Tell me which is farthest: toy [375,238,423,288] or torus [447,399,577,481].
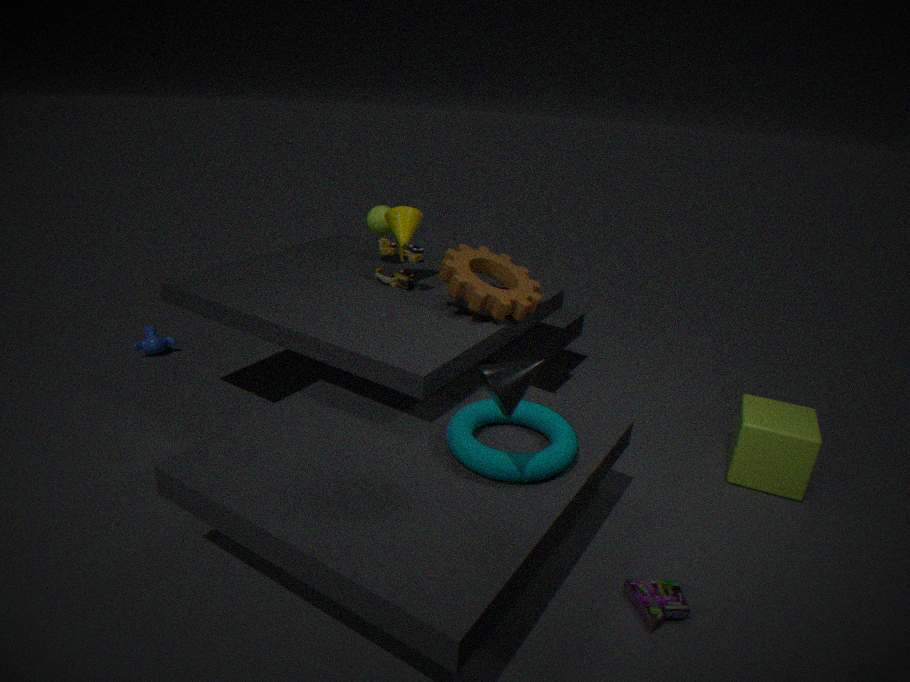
toy [375,238,423,288]
